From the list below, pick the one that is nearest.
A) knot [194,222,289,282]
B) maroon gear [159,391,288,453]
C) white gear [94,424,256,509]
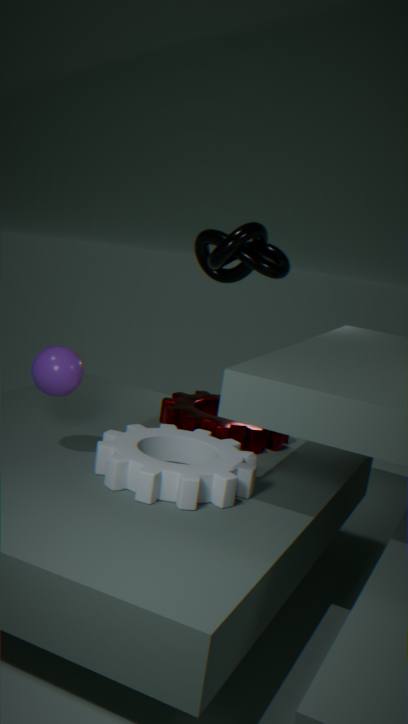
white gear [94,424,256,509]
